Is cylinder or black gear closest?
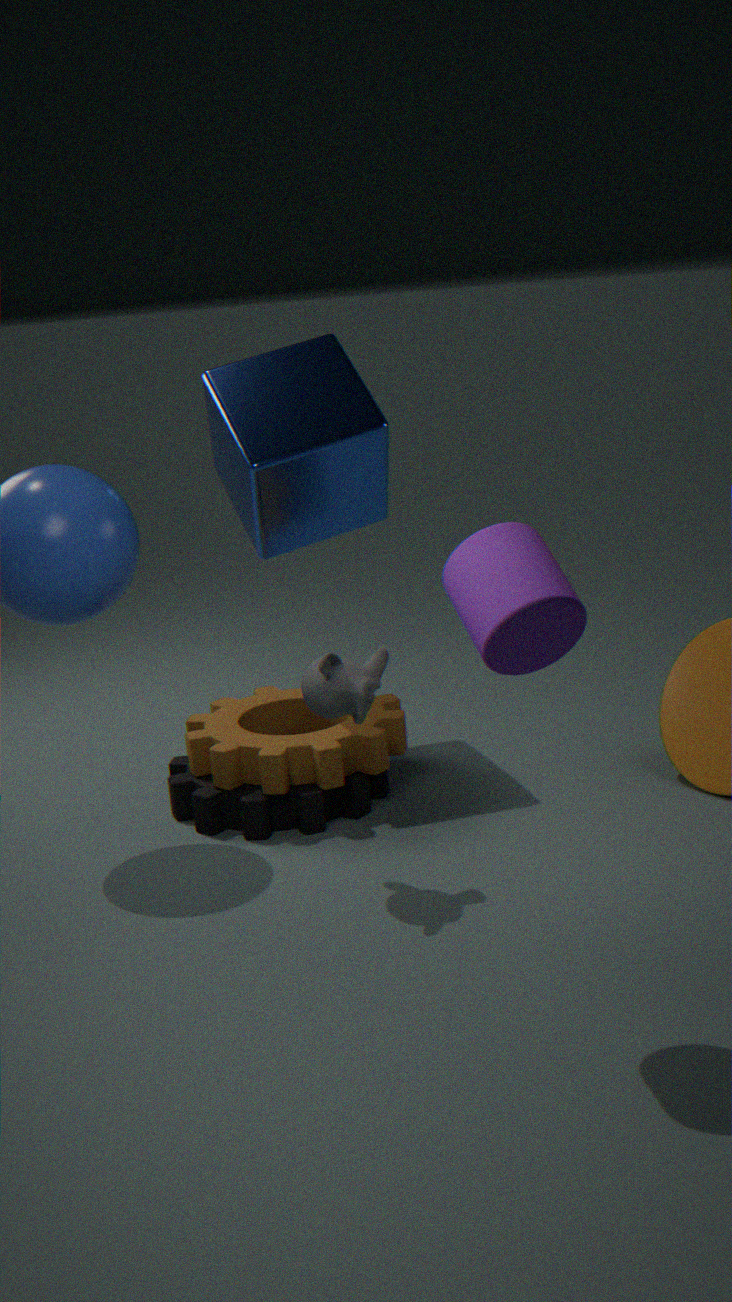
cylinder
